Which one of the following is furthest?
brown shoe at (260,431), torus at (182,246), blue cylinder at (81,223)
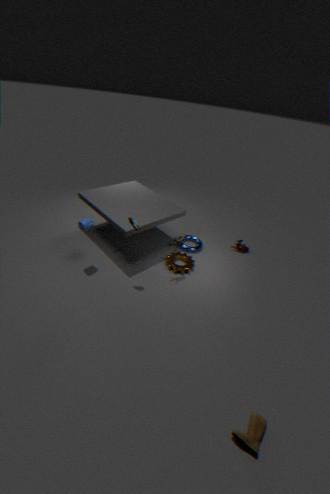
torus at (182,246)
